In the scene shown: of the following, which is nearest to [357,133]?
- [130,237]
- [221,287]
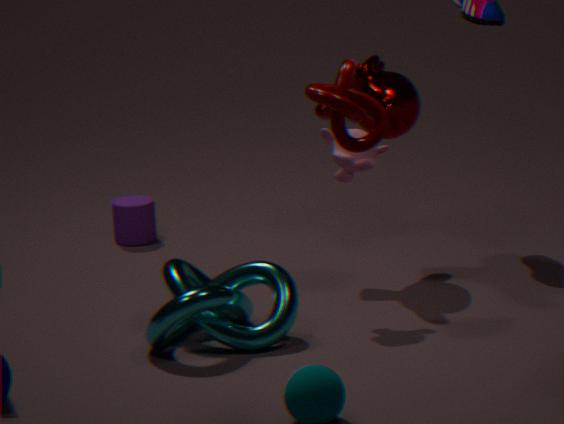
[221,287]
